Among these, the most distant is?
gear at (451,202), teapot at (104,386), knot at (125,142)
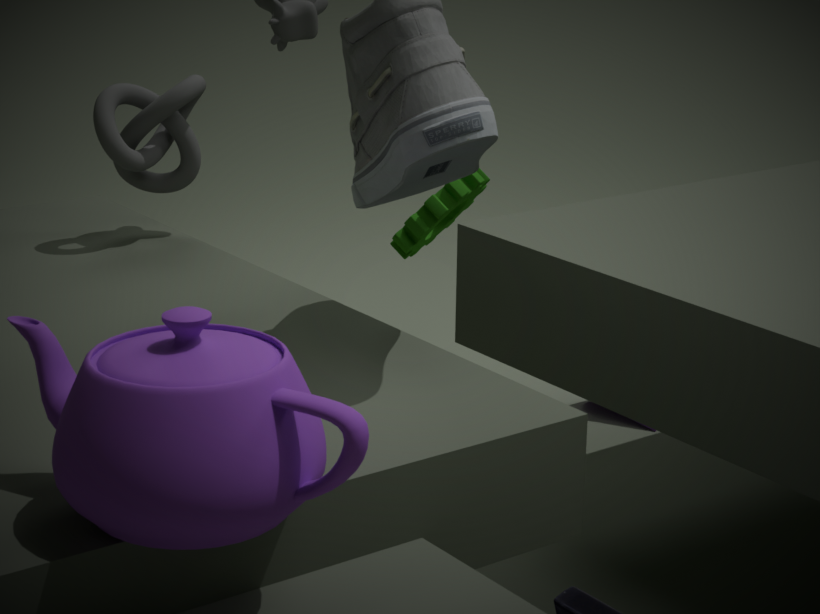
gear at (451,202)
